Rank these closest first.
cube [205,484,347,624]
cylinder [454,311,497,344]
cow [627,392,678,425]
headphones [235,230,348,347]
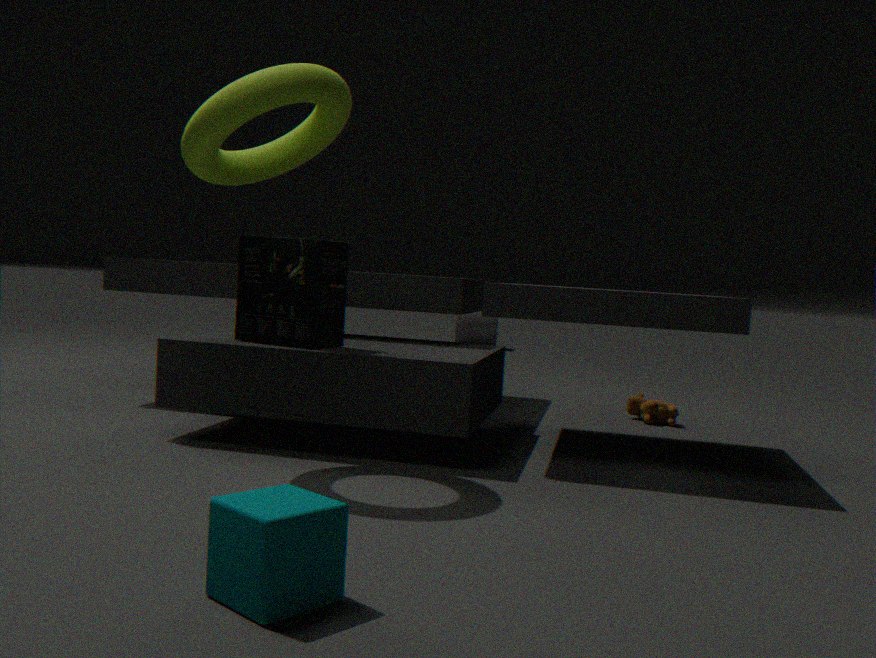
cube [205,484,347,624]
headphones [235,230,348,347]
cow [627,392,678,425]
cylinder [454,311,497,344]
